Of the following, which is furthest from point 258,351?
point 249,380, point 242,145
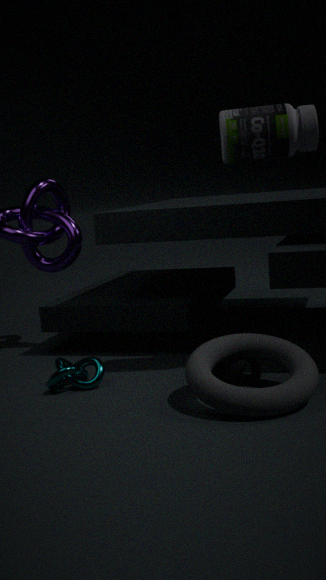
point 242,145
